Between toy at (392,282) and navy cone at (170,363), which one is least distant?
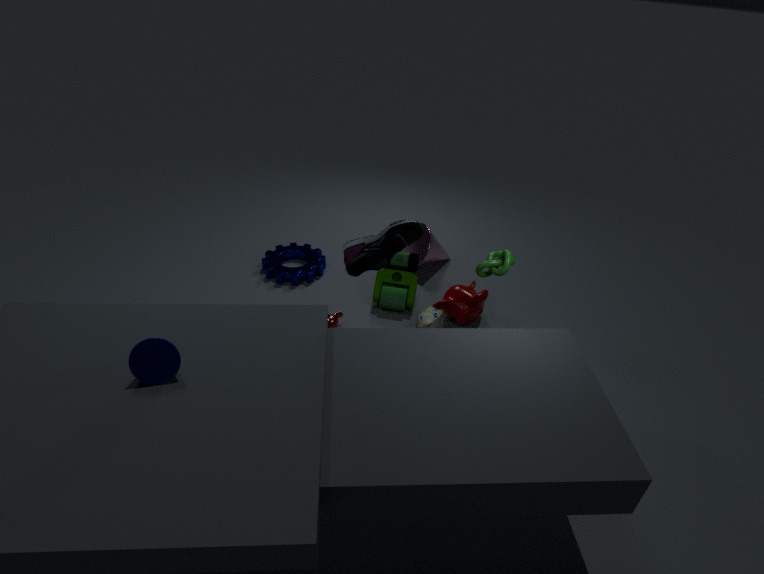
navy cone at (170,363)
